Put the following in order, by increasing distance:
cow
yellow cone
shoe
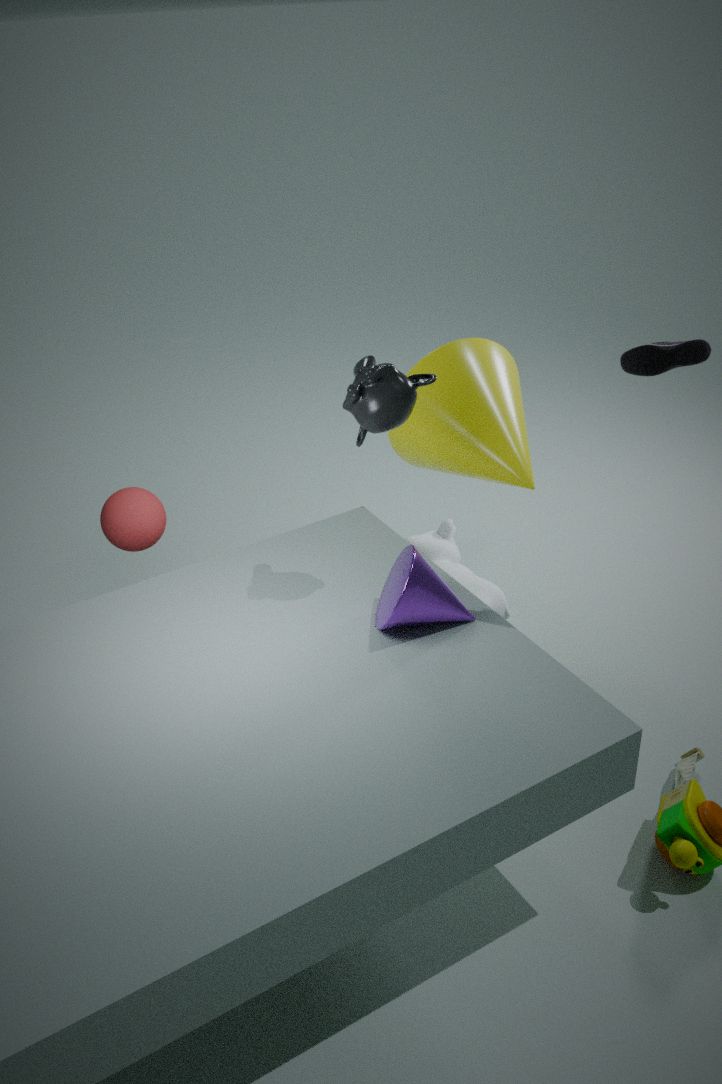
shoe → yellow cone → cow
